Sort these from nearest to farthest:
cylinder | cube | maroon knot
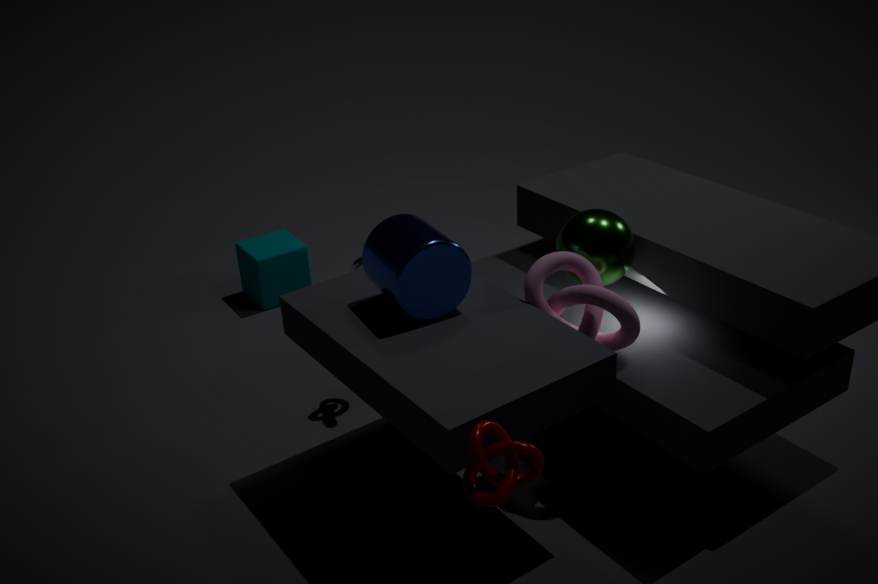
1. maroon knot
2. cylinder
3. cube
